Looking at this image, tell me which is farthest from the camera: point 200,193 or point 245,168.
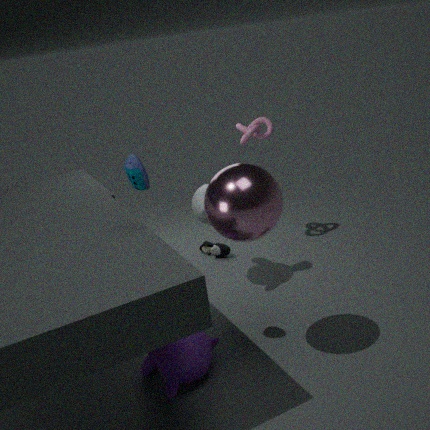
point 200,193
